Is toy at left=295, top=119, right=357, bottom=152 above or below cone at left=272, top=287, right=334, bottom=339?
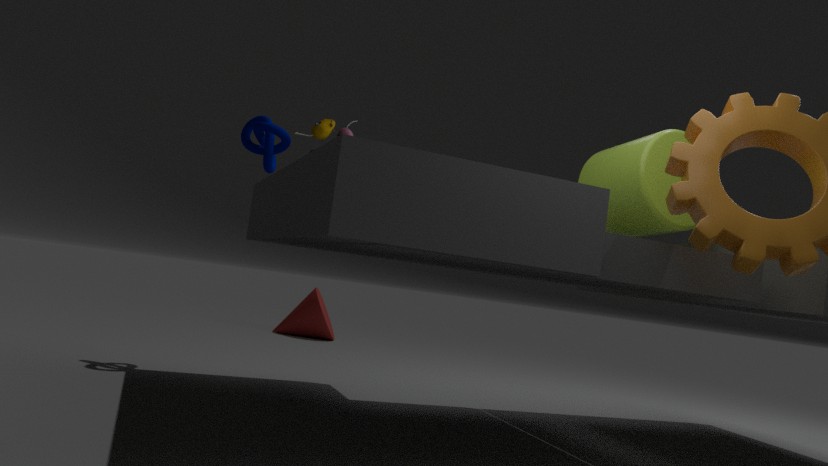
above
